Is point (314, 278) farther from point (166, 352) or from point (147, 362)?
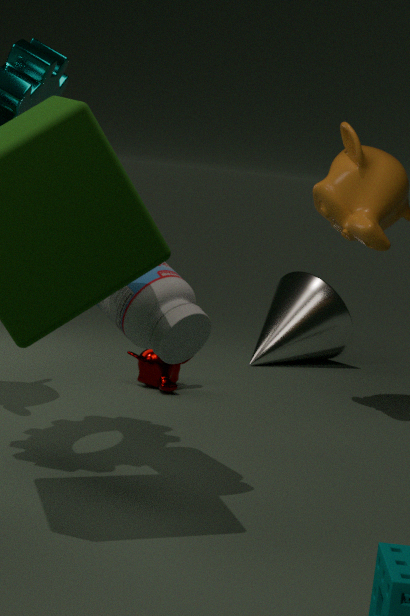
point (166, 352)
